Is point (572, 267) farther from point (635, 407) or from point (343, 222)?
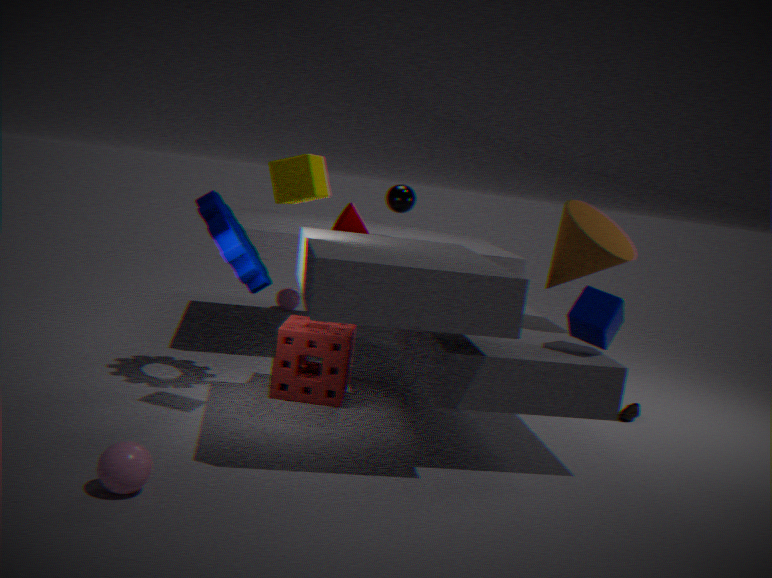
point (343, 222)
